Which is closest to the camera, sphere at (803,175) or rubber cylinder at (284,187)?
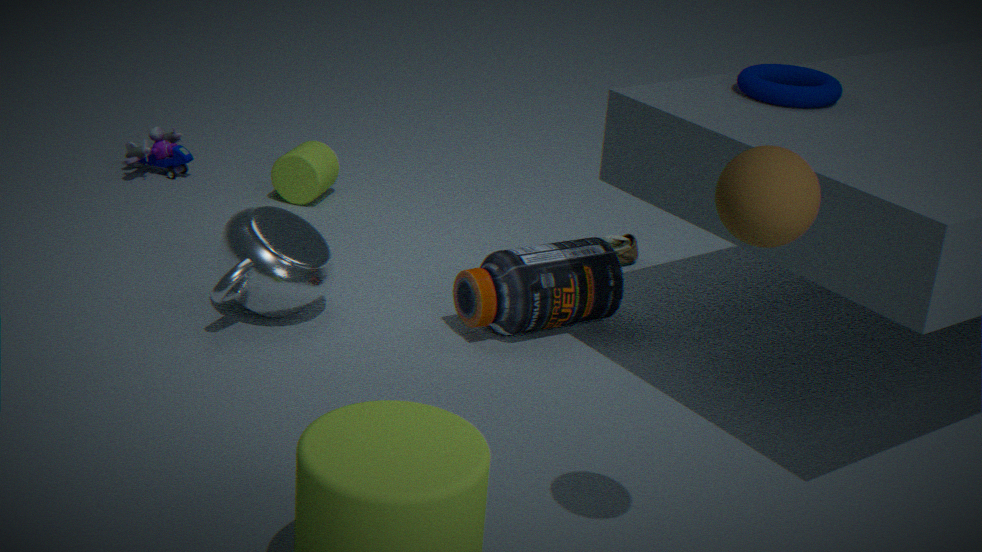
sphere at (803,175)
